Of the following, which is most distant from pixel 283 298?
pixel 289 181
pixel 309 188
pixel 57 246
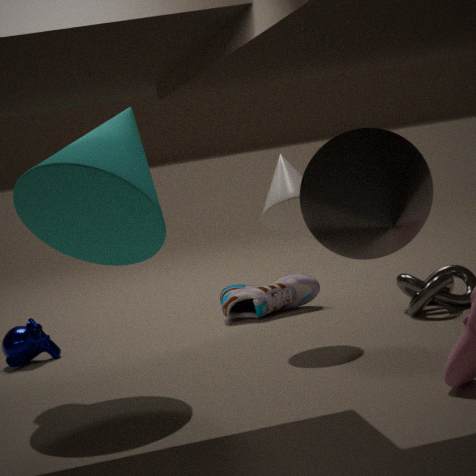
pixel 309 188
